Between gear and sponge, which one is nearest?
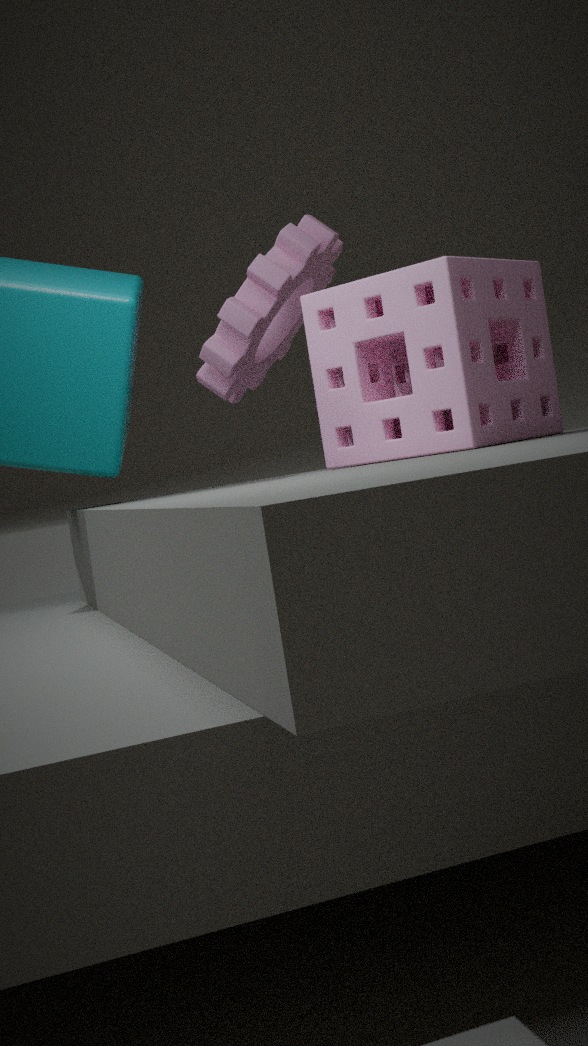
→ sponge
